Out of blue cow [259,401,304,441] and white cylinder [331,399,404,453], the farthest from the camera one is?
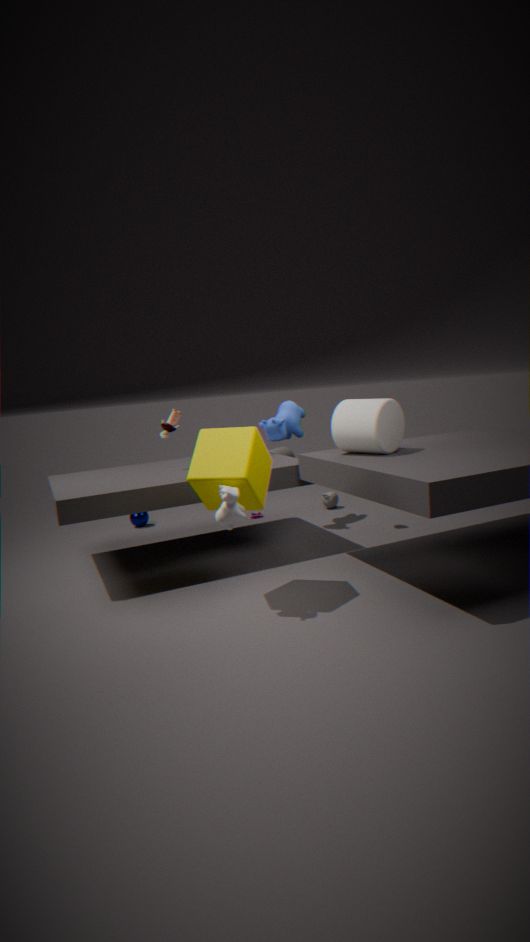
blue cow [259,401,304,441]
